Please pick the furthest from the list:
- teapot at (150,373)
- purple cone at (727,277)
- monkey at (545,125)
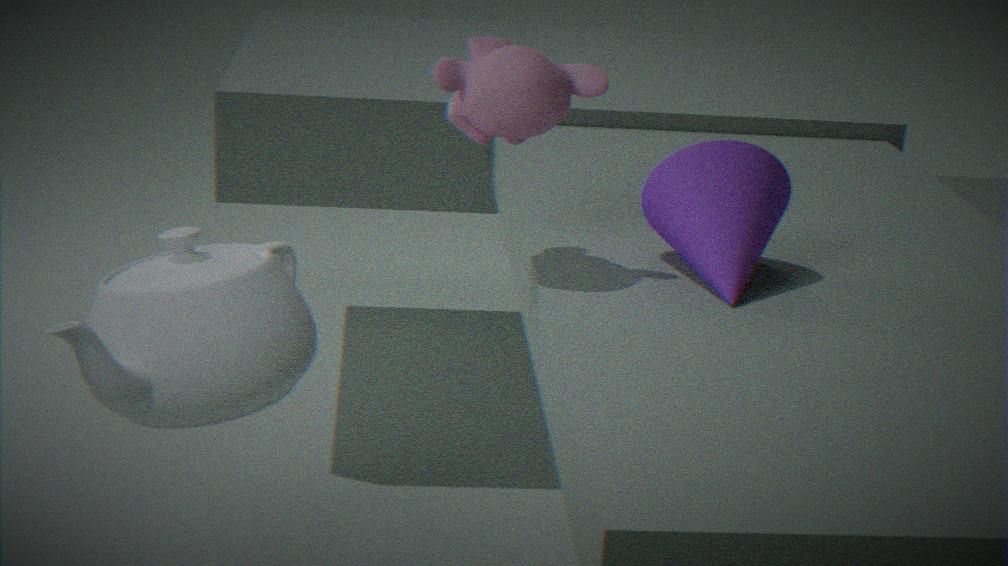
purple cone at (727,277)
